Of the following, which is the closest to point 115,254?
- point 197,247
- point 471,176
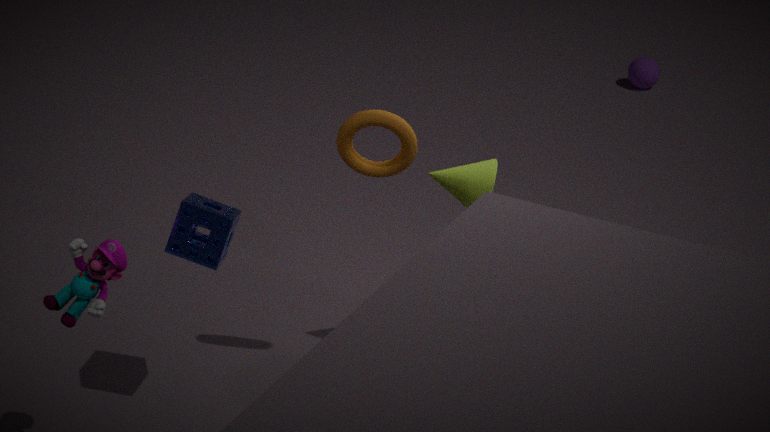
point 197,247
